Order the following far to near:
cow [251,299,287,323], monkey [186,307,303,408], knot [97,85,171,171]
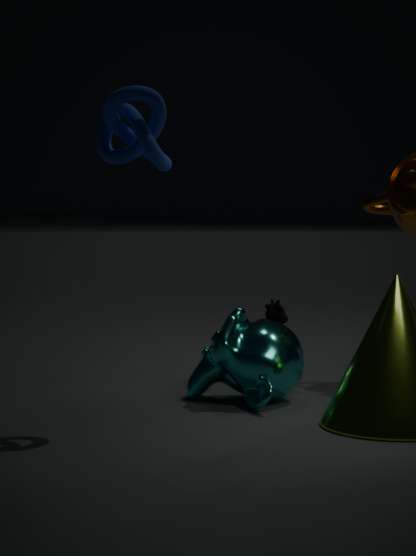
1. cow [251,299,287,323]
2. monkey [186,307,303,408]
3. knot [97,85,171,171]
